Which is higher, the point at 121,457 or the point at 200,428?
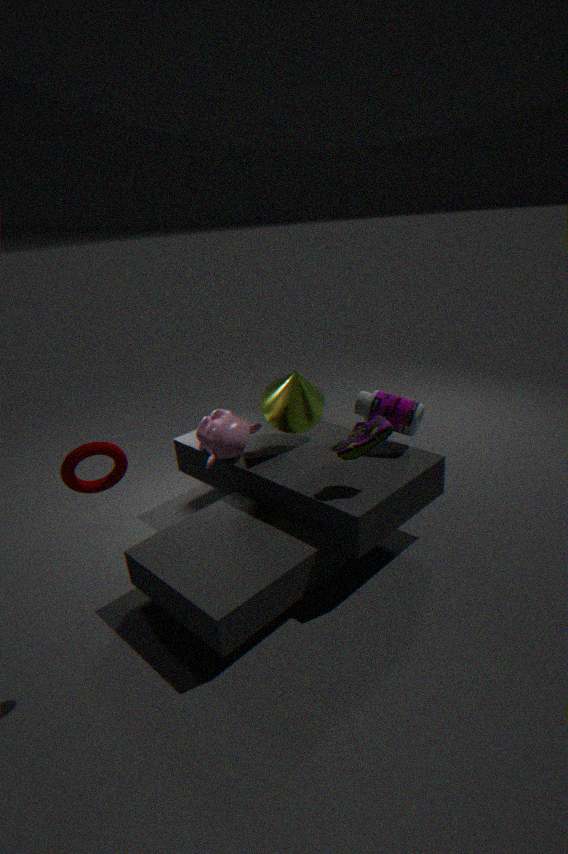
the point at 121,457
